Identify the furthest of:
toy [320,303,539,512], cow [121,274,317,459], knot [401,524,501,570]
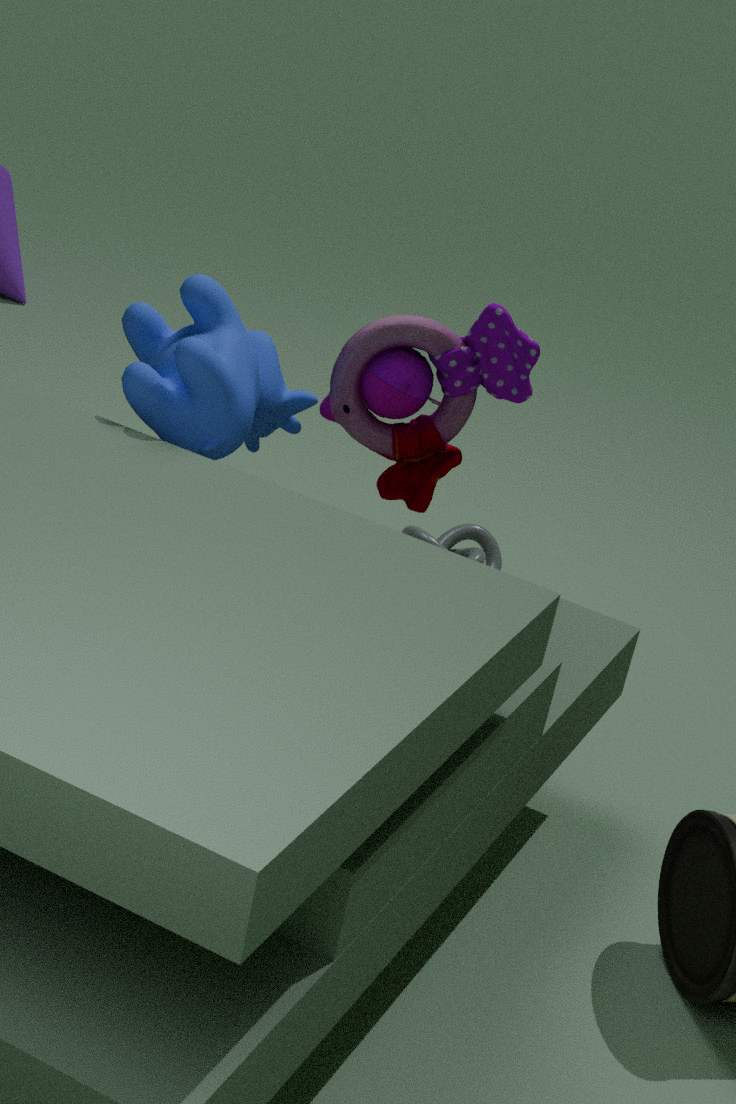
knot [401,524,501,570]
